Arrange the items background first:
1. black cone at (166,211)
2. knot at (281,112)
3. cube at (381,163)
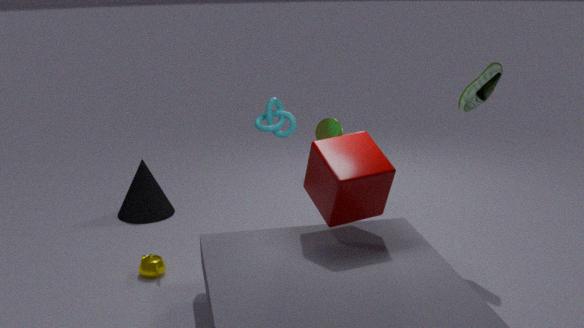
black cone at (166,211) < knot at (281,112) < cube at (381,163)
